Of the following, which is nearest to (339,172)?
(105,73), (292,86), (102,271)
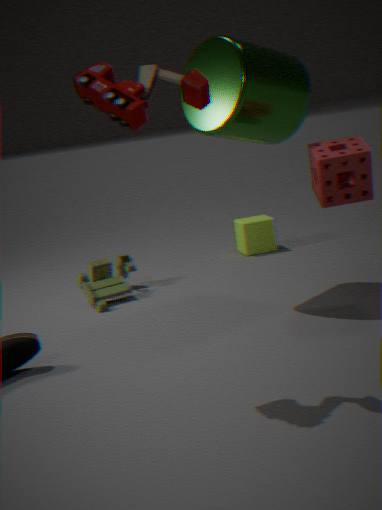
(292,86)
